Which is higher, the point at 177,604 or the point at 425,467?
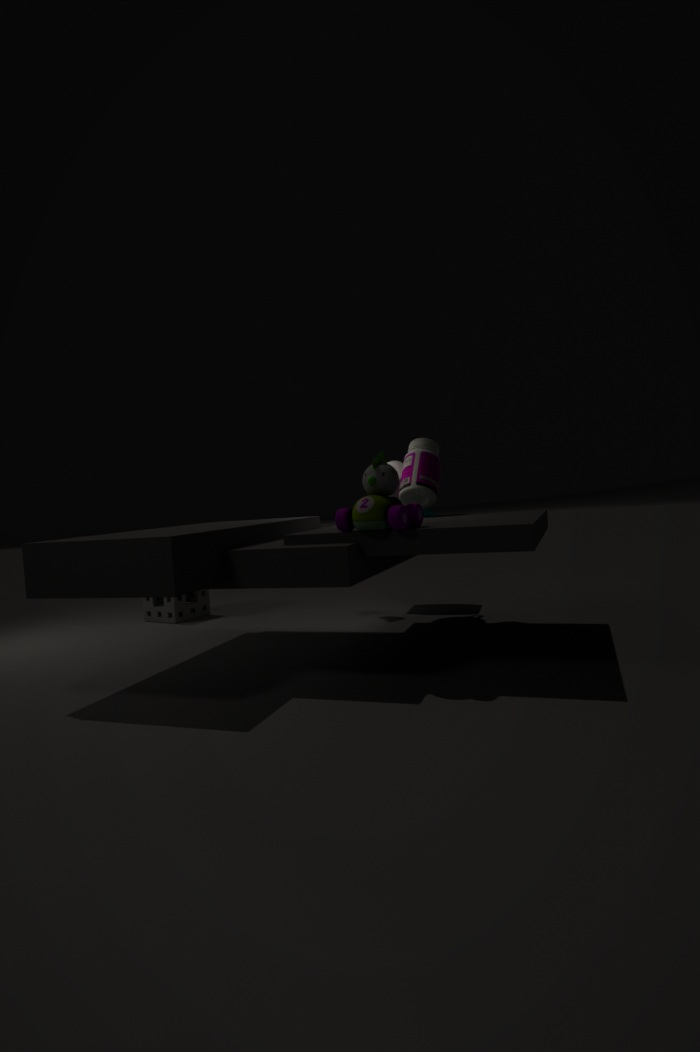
the point at 425,467
